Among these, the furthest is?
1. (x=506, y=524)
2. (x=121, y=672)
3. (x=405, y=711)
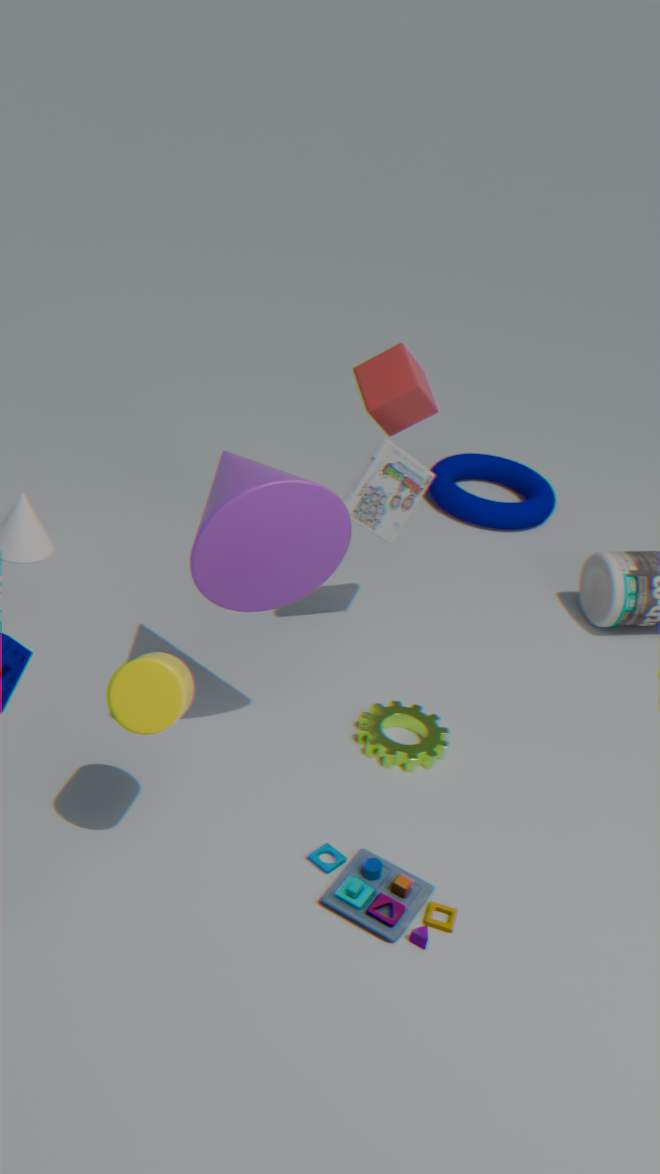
(x=506, y=524)
